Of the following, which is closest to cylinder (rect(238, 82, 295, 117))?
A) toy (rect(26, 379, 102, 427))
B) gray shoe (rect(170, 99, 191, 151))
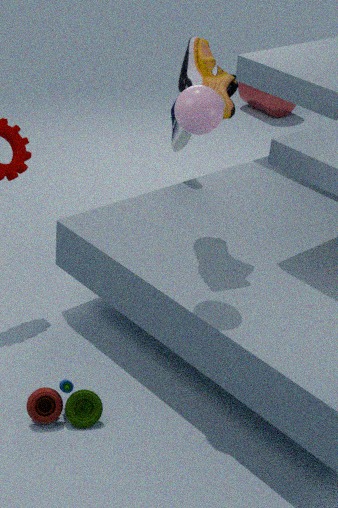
gray shoe (rect(170, 99, 191, 151))
